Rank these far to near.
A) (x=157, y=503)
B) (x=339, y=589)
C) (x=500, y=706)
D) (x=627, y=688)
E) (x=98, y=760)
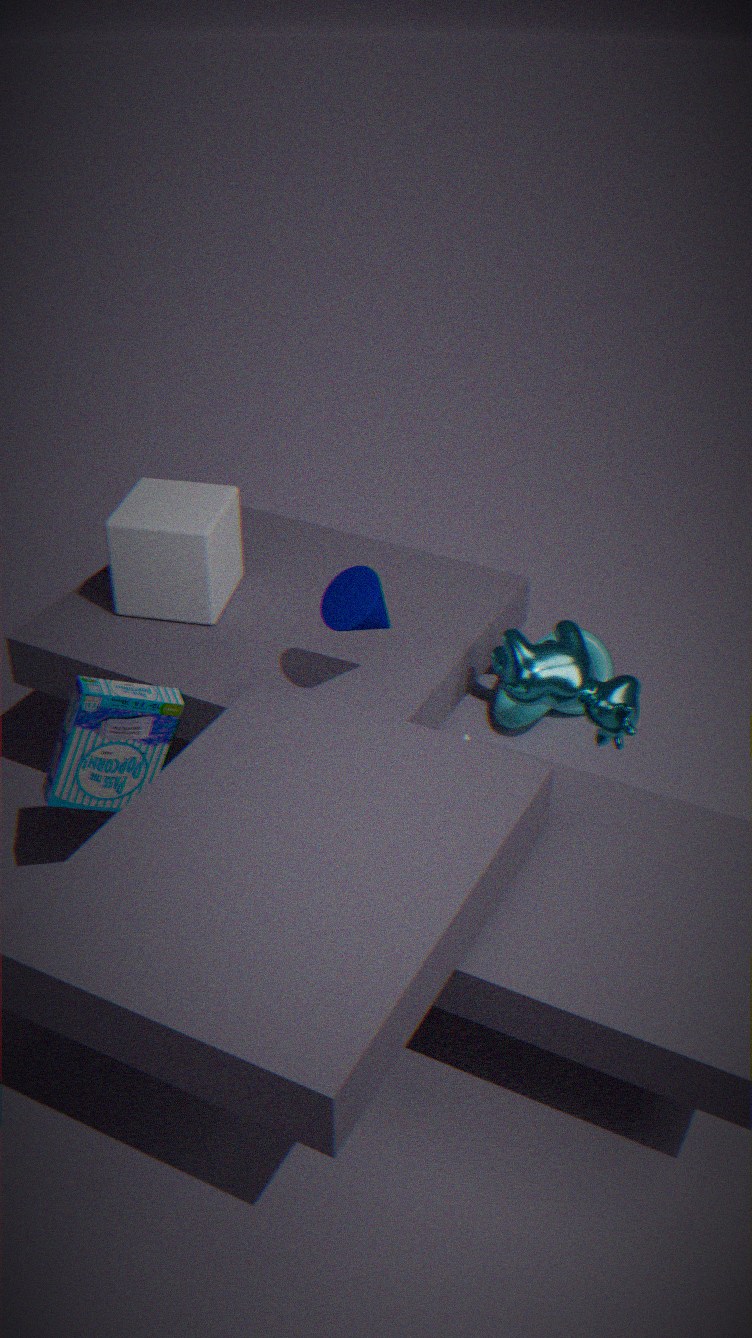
1. (x=500, y=706)
2. (x=157, y=503)
3. (x=627, y=688)
4. (x=98, y=760)
5. (x=339, y=589)
